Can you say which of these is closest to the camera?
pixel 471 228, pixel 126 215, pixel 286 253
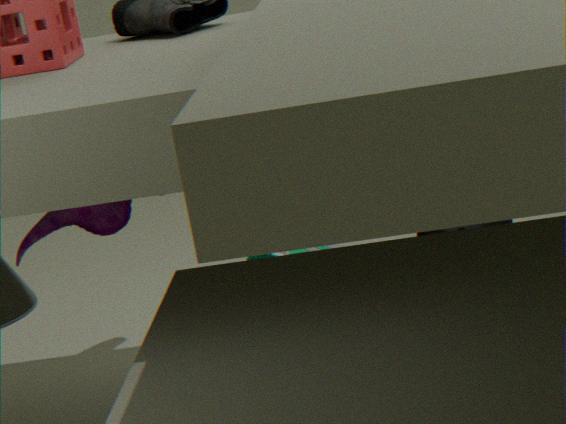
pixel 126 215
